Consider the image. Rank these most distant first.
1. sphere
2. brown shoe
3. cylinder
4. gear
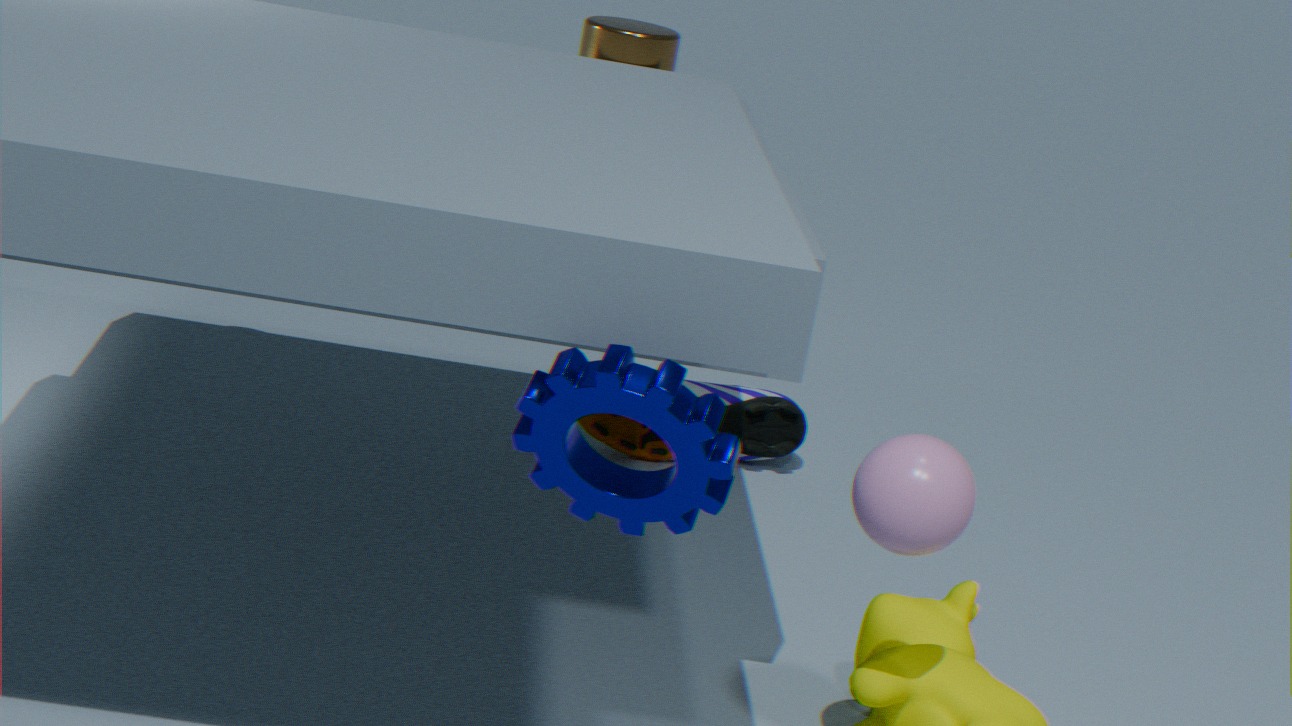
1. brown shoe
2. cylinder
3. sphere
4. gear
